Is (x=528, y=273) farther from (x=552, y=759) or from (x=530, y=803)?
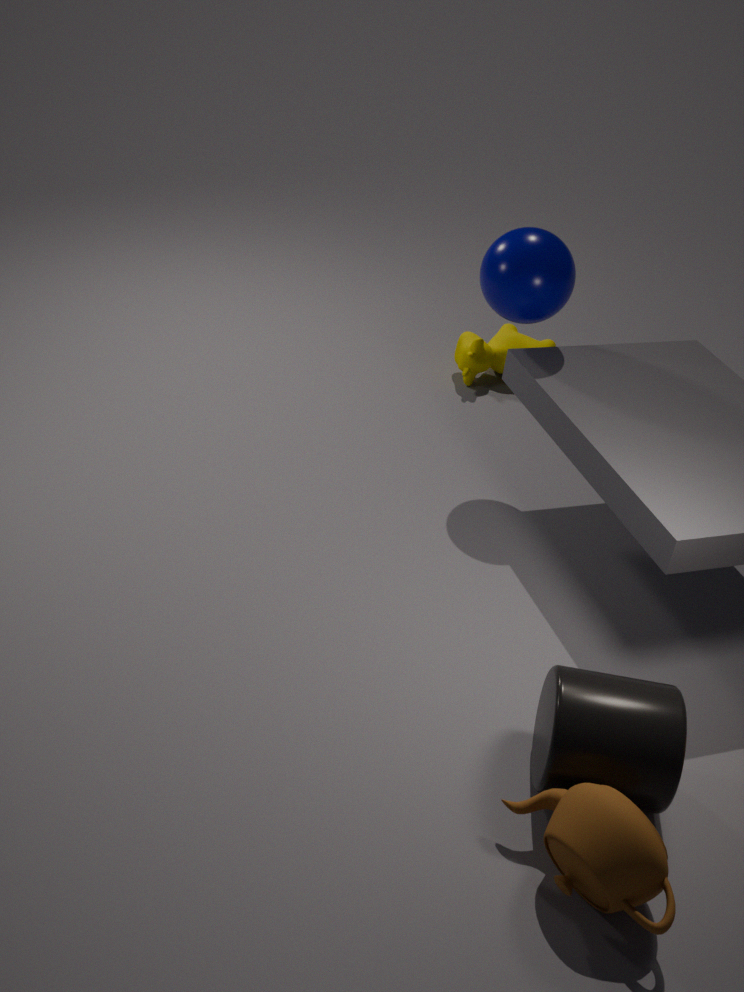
(x=530, y=803)
